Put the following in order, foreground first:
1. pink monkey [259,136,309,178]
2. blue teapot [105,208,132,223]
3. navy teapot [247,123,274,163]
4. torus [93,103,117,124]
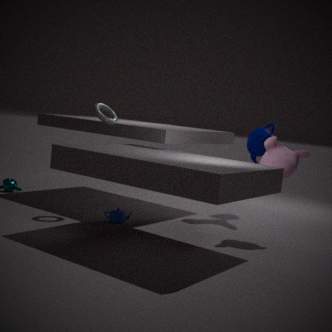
1. pink monkey [259,136,309,178]
2. blue teapot [105,208,132,223]
3. torus [93,103,117,124]
4. navy teapot [247,123,274,163]
